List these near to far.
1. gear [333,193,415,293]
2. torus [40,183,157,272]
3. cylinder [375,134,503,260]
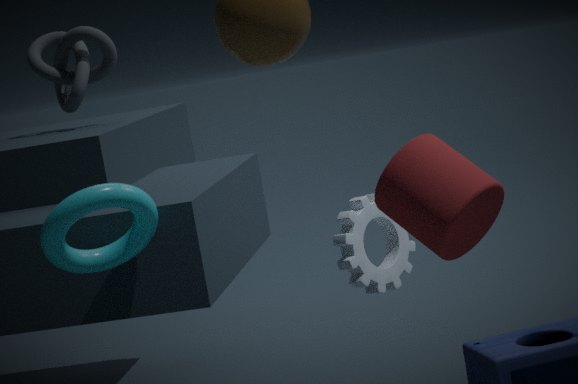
cylinder [375,134,503,260], torus [40,183,157,272], gear [333,193,415,293]
